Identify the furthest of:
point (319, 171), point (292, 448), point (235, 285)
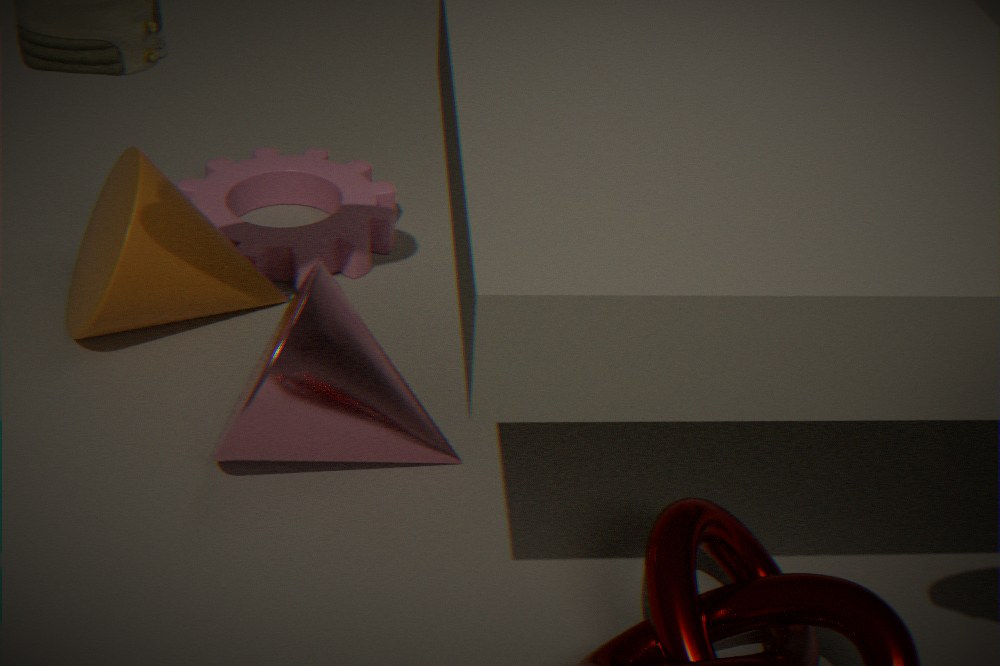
point (319, 171)
